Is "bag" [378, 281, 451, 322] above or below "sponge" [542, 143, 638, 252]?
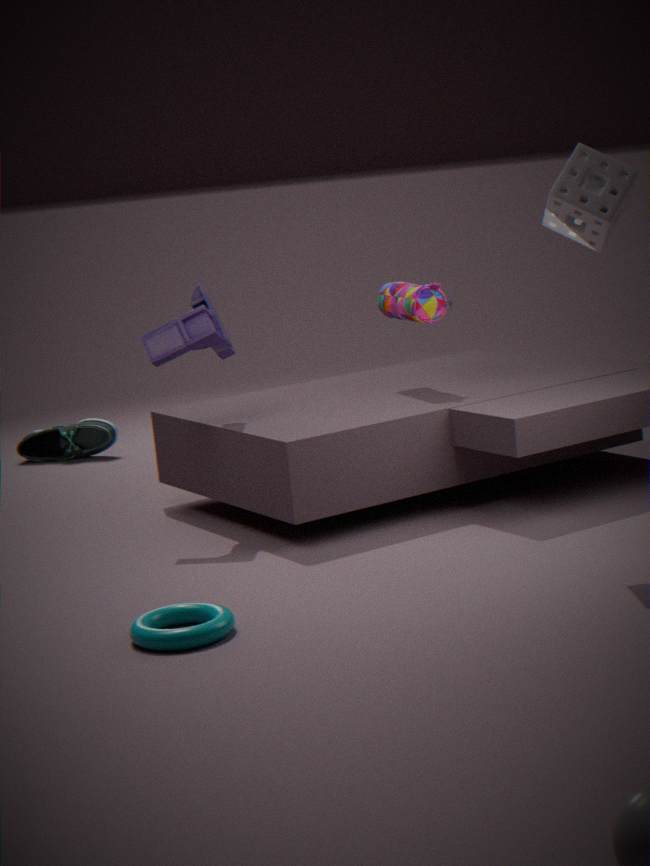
below
